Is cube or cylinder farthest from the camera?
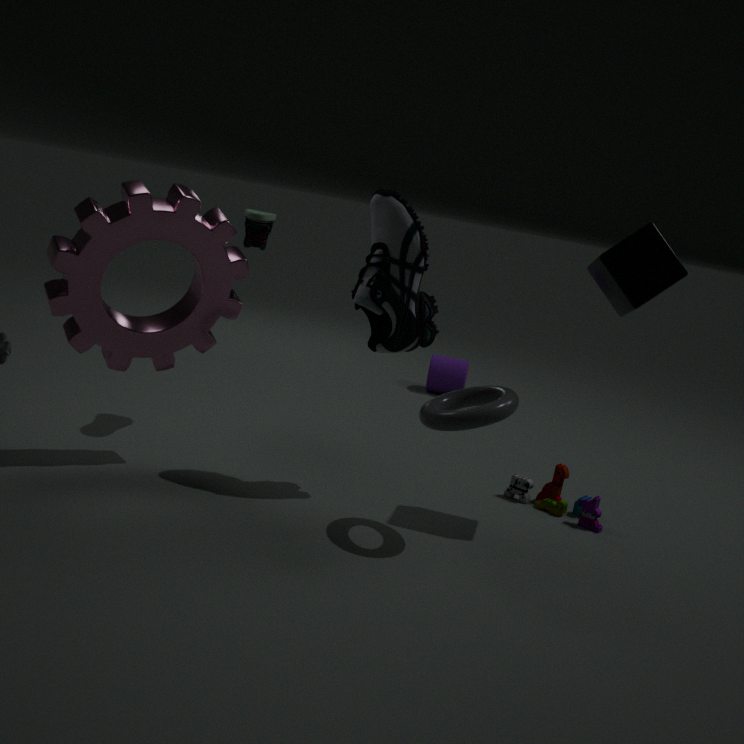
cylinder
